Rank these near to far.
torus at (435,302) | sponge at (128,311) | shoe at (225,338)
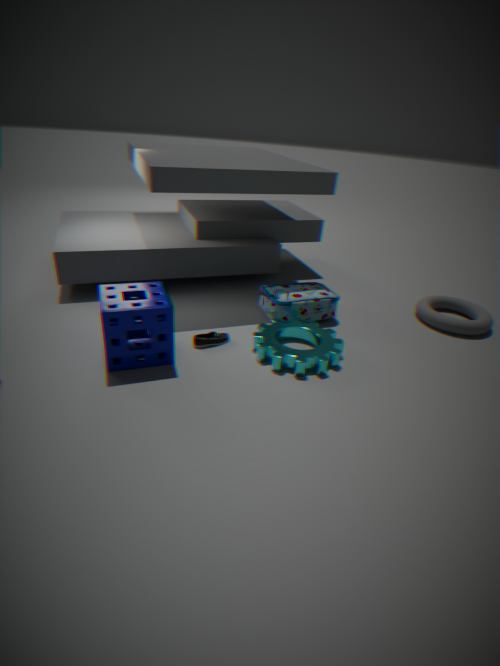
1. sponge at (128,311)
2. shoe at (225,338)
3. torus at (435,302)
